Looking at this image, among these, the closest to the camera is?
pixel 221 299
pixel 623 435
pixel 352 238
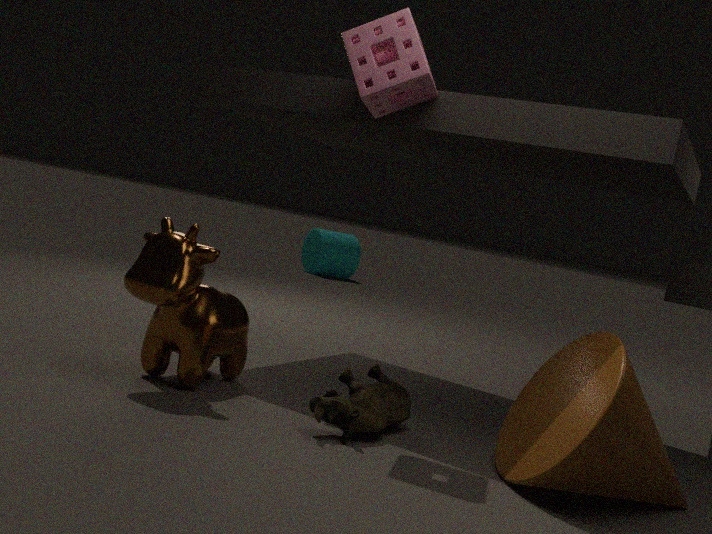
pixel 623 435
